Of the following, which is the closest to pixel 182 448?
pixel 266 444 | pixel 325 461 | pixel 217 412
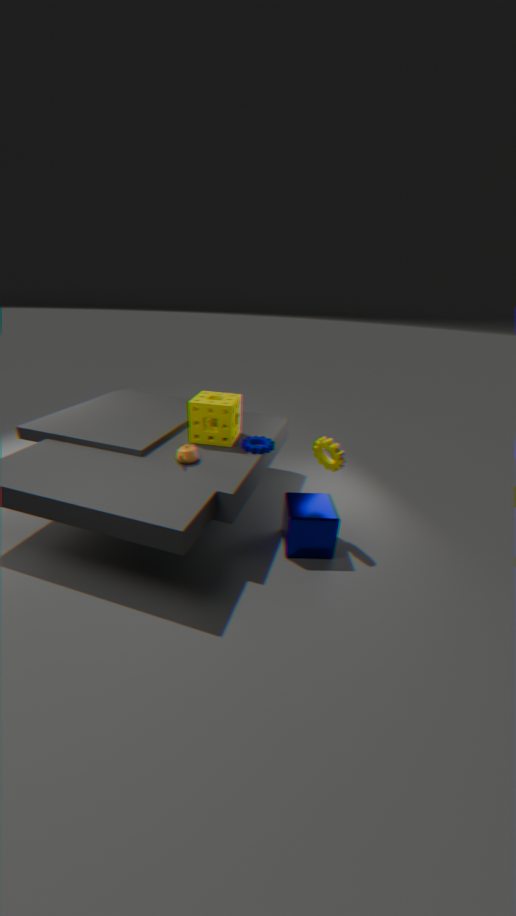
pixel 217 412
